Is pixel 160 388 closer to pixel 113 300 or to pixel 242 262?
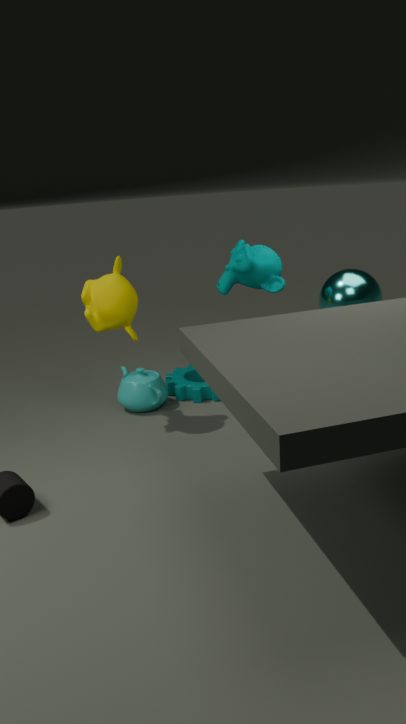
pixel 113 300
